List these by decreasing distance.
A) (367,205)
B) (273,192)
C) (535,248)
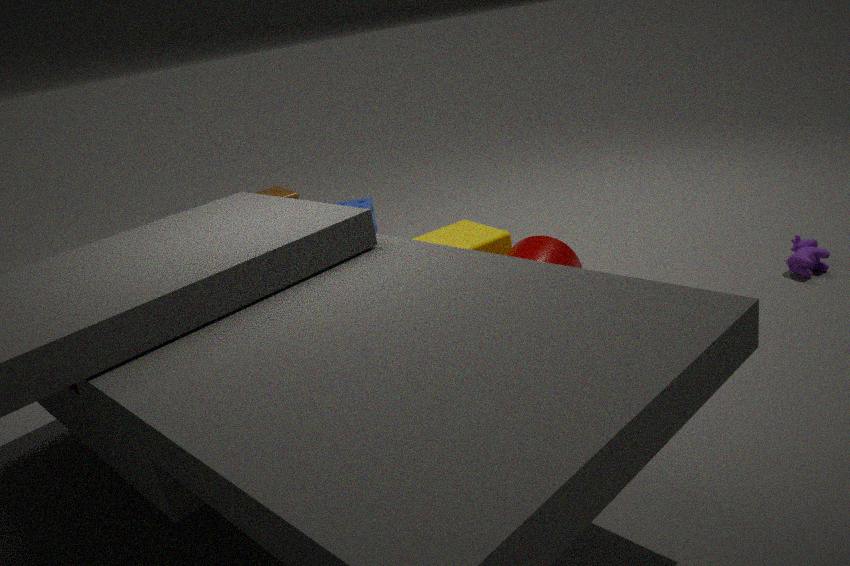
(273,192), (367,205), (535,248)
